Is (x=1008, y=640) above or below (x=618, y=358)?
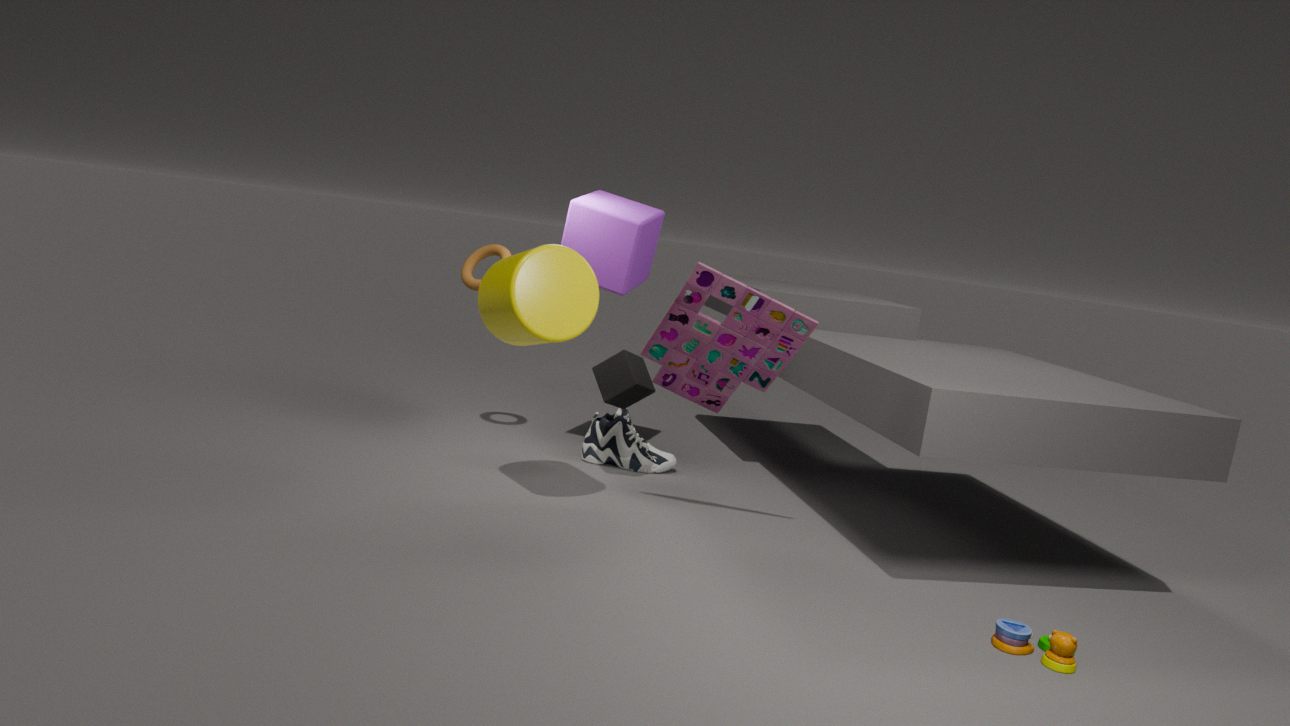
below
